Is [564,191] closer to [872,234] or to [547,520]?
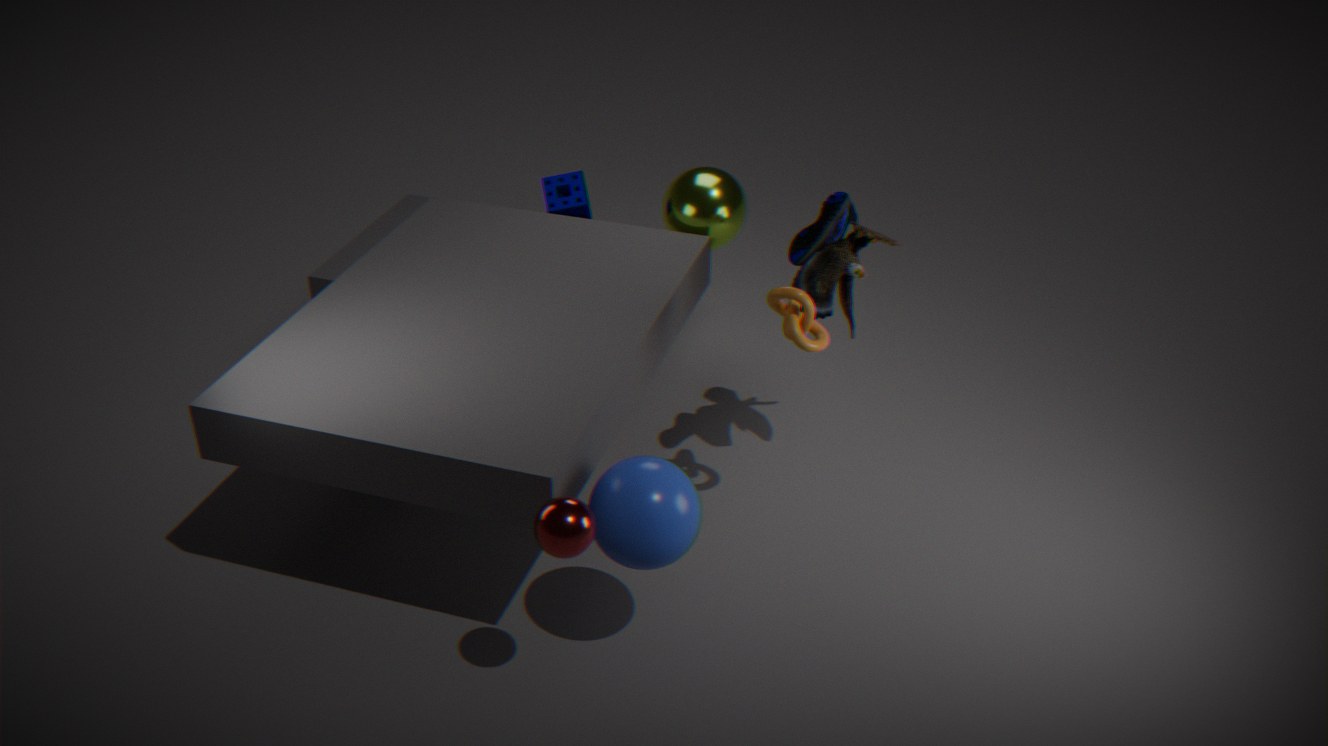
[872,234]
